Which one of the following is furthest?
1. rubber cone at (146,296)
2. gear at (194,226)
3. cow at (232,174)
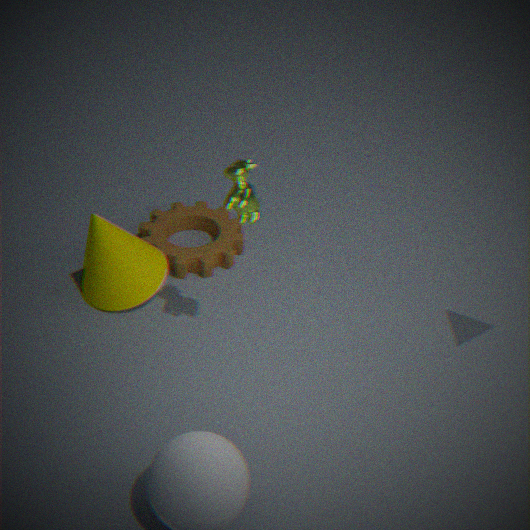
gear at (194,226)
